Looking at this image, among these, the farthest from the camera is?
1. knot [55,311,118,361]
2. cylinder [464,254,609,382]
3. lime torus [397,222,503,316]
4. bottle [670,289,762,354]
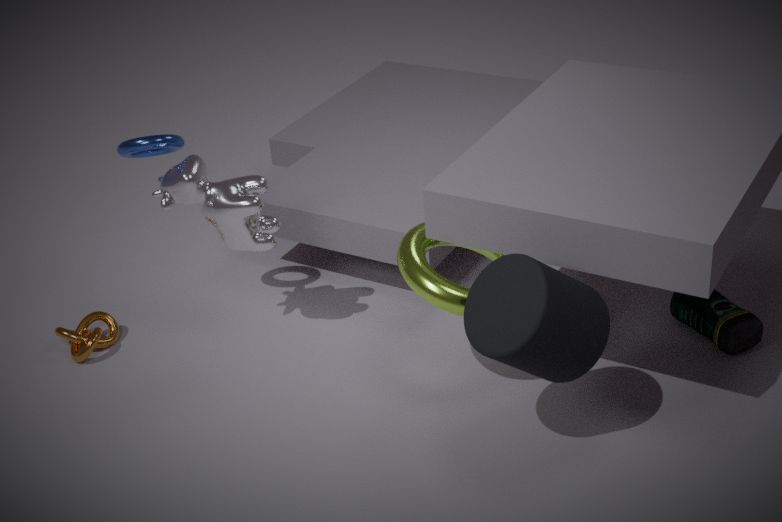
knot [55,311,118,361]
